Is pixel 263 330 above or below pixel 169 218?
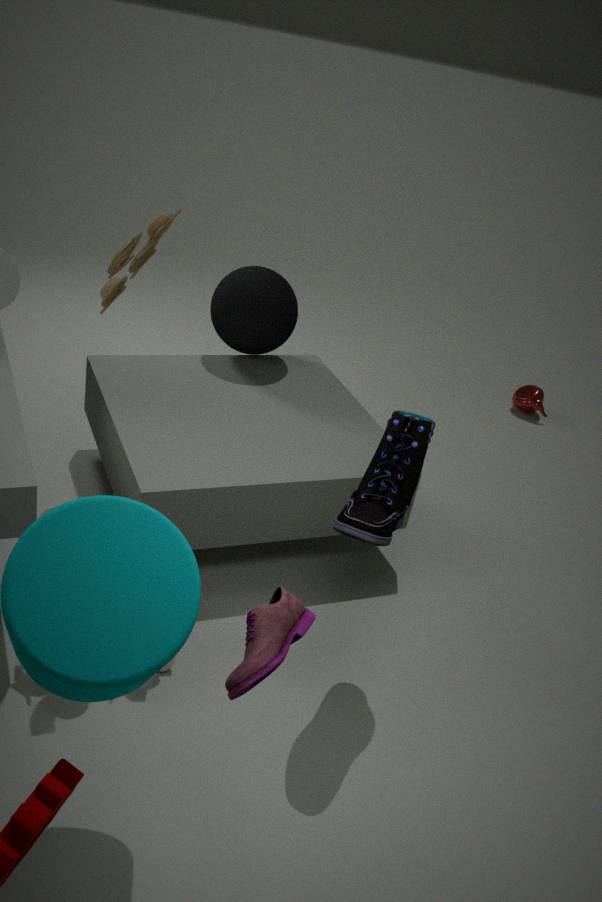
below
